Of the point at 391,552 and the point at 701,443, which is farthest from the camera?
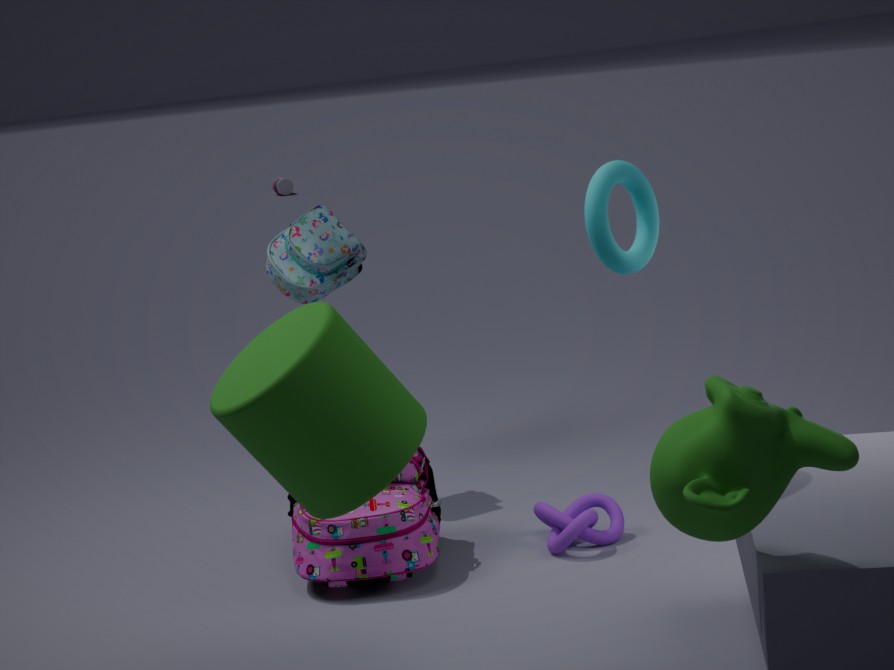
the point at 391,552
